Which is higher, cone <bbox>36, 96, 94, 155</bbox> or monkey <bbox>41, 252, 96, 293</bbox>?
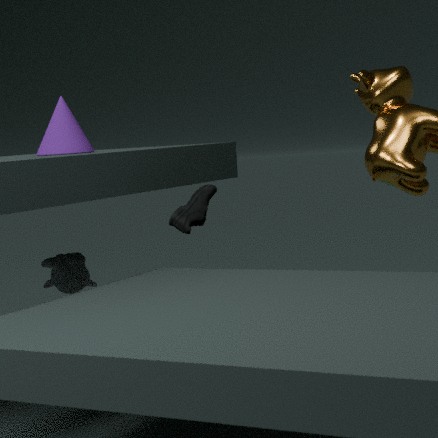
cone <bbox>36, 96, 94, 155</bbox>
